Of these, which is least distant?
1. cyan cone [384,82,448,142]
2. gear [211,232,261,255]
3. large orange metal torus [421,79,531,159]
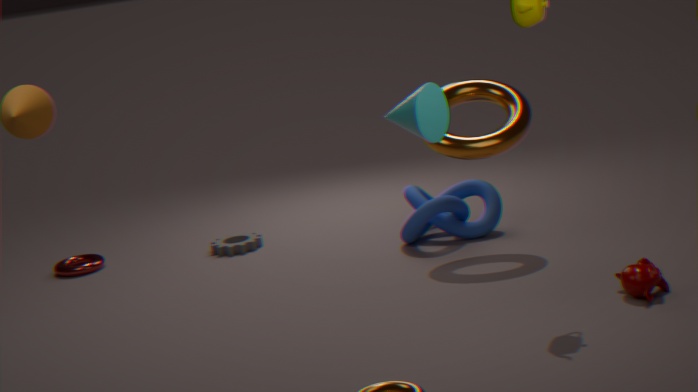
cyan cone [384,82,448,142]
